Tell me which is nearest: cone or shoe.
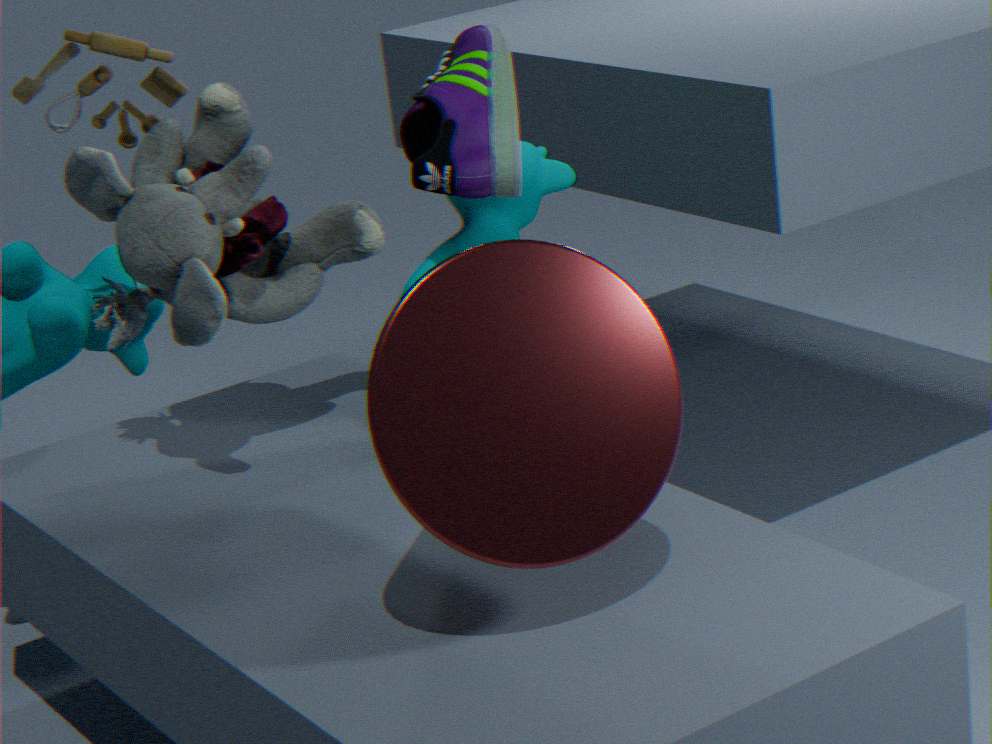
cone
